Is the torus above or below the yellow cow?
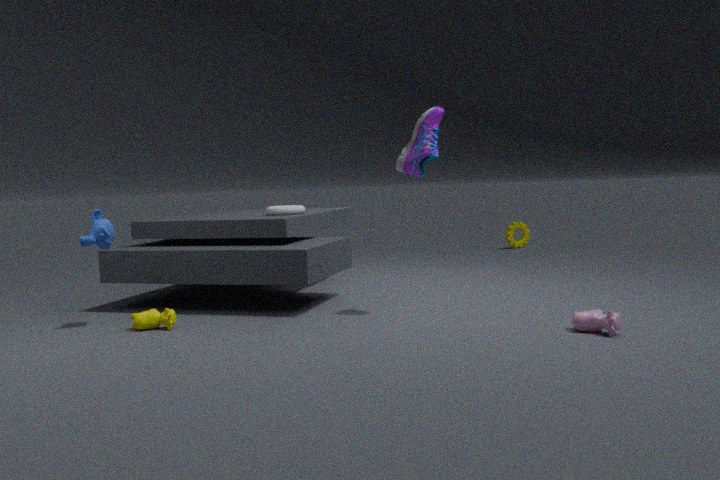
above
